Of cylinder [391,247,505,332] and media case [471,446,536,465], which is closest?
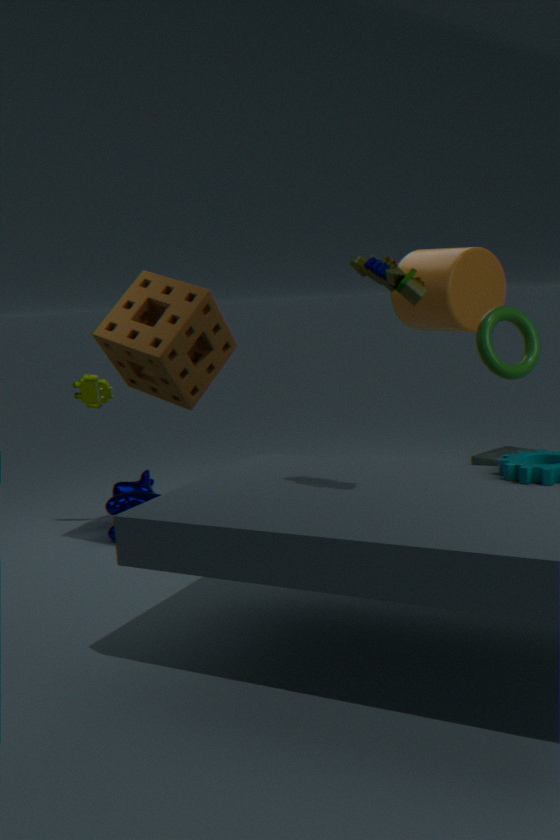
cylinder [391,247,505,332]
